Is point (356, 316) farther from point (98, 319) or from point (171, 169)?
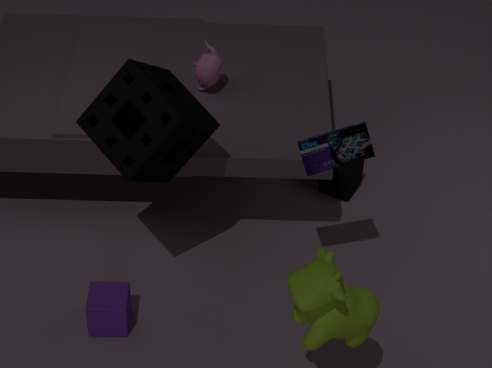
point (98, 319)
